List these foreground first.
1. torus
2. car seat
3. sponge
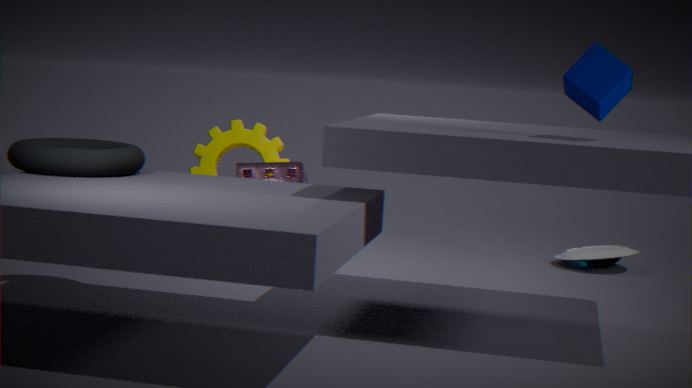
torus, car seat, sponge
